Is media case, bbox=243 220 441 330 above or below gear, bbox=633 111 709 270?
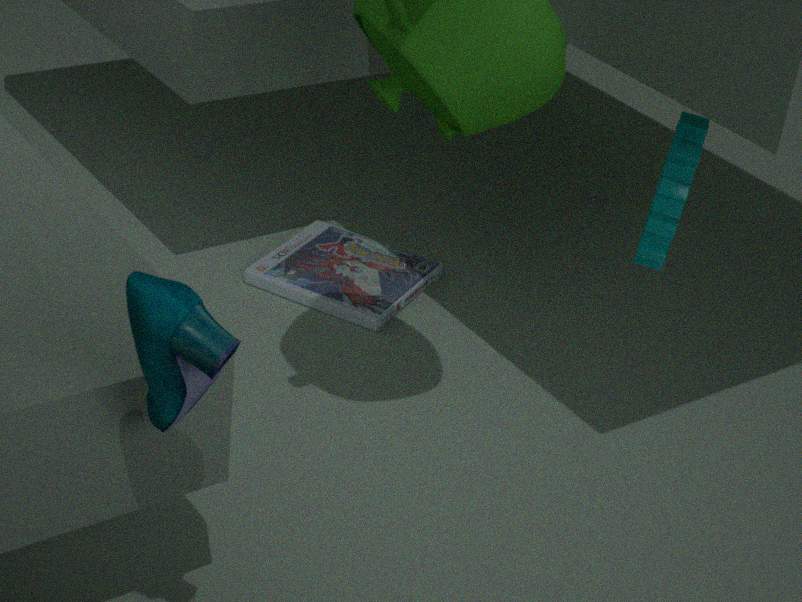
below
